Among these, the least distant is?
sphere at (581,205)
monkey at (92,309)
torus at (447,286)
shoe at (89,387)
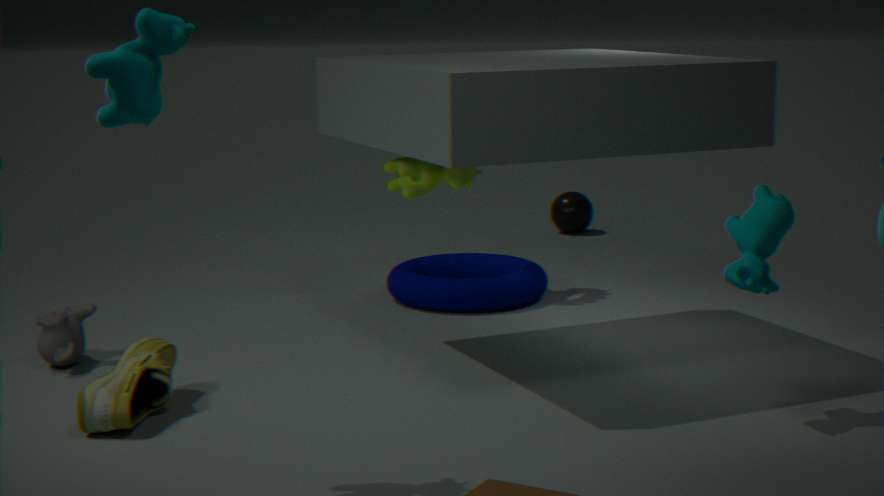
shoe at (89,387)
